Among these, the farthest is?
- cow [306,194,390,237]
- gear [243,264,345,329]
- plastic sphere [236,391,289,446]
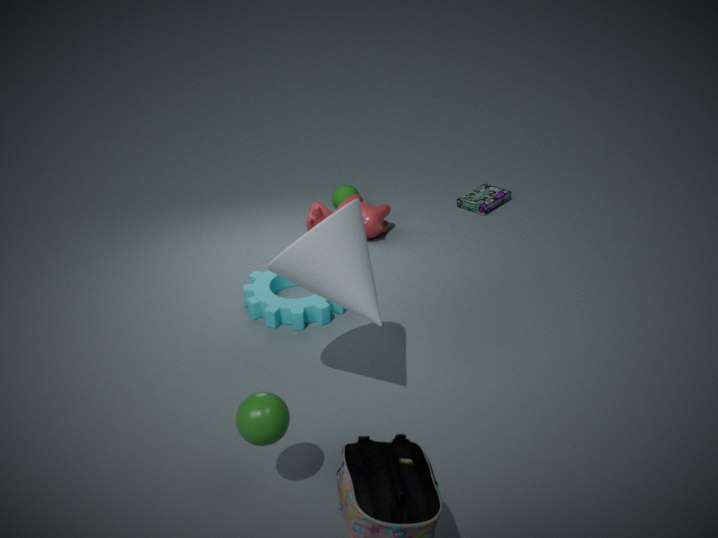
cow [306,194,390,237]
